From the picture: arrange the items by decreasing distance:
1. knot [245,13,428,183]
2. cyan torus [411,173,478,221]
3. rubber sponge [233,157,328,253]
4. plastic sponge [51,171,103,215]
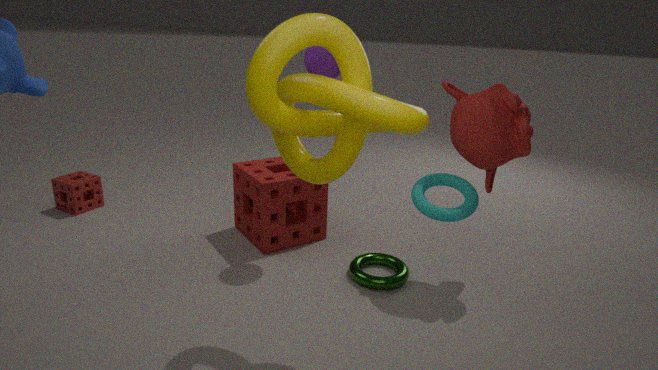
1. plastic sponge [51,171,103,215]
2. rubber sponge [233,157,328,253]
3. cyan torus [411,173,478,221]
4. knot [245,13,428,183]
